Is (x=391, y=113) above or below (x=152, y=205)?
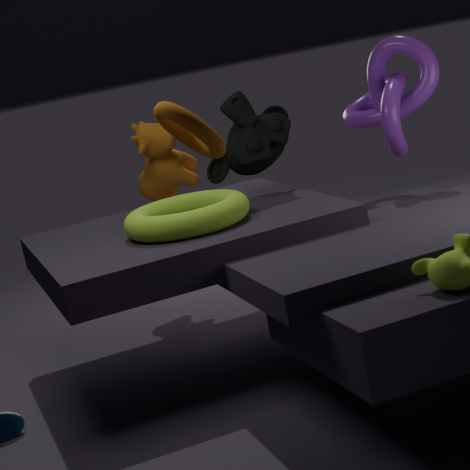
above
